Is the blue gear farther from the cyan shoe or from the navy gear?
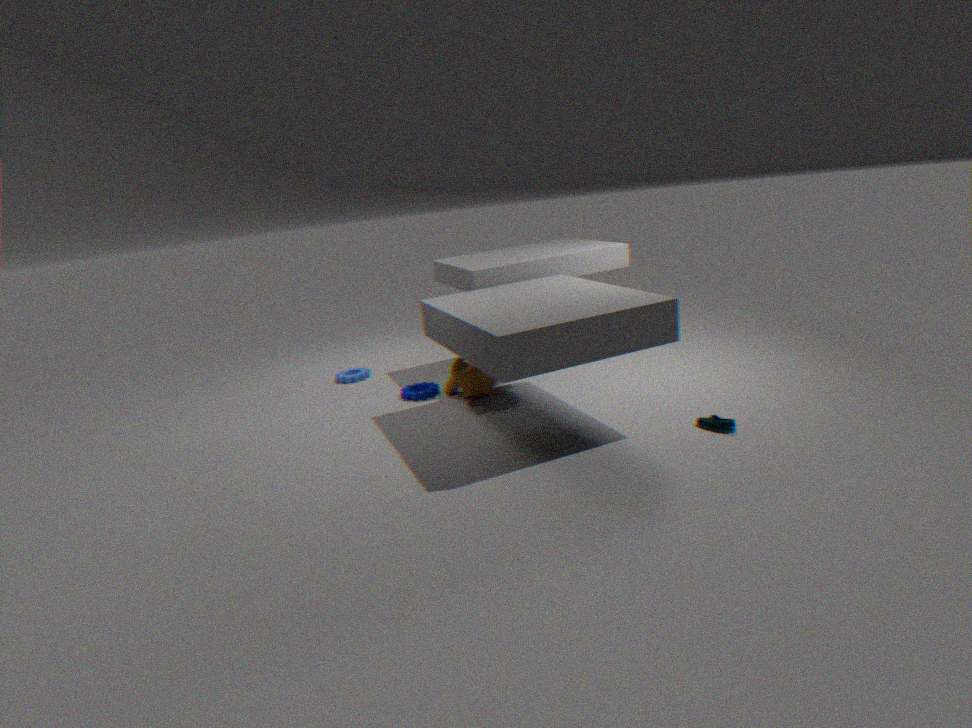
the cyan shoe
